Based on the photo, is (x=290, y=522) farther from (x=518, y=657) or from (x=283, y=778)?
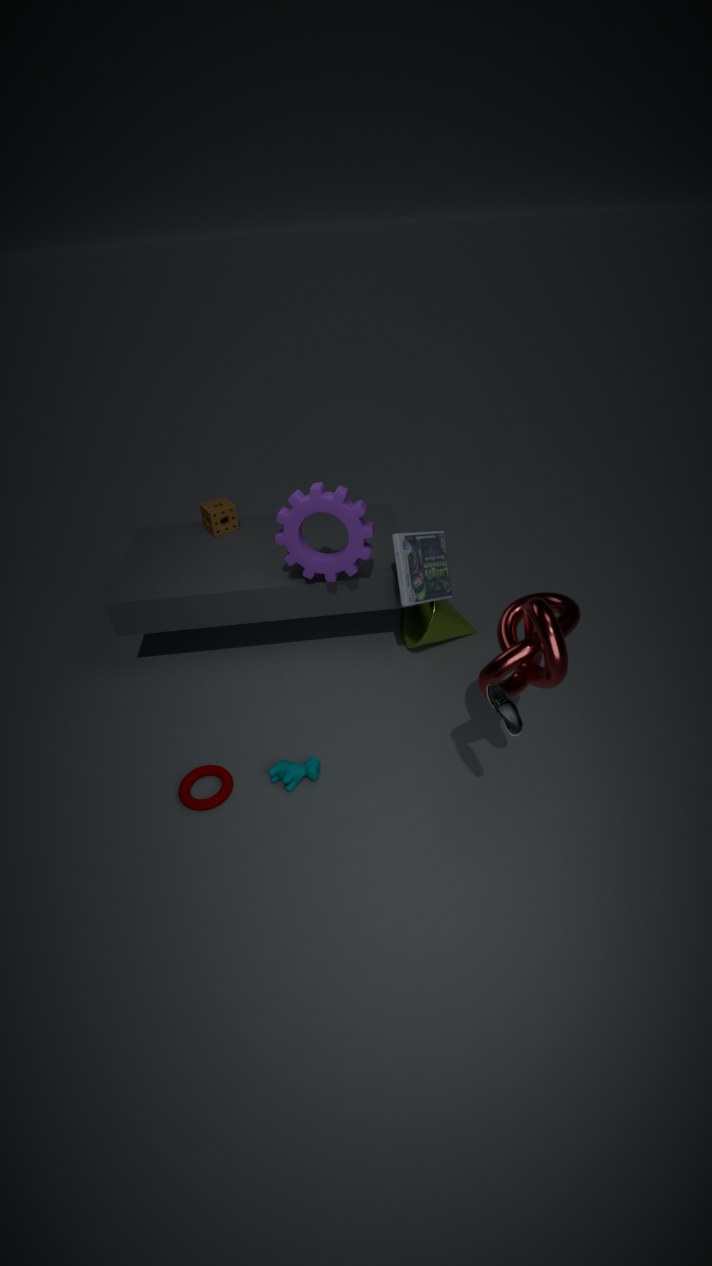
(x=518, y=657)
